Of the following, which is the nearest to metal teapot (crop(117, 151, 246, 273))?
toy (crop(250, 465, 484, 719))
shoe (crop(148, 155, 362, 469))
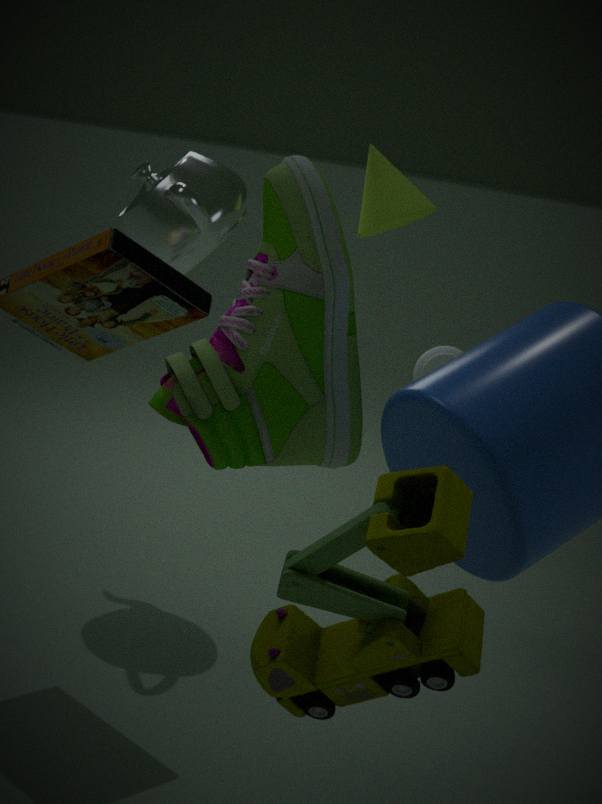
shoe (crop(148, 155, 362, 469))
